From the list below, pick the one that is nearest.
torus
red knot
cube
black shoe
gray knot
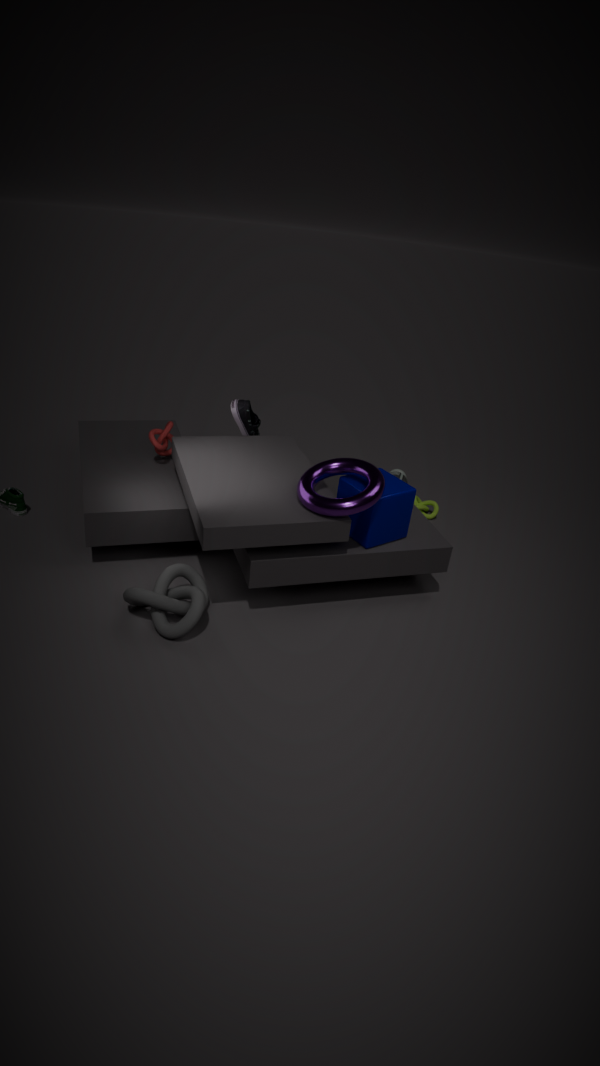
gray knot
